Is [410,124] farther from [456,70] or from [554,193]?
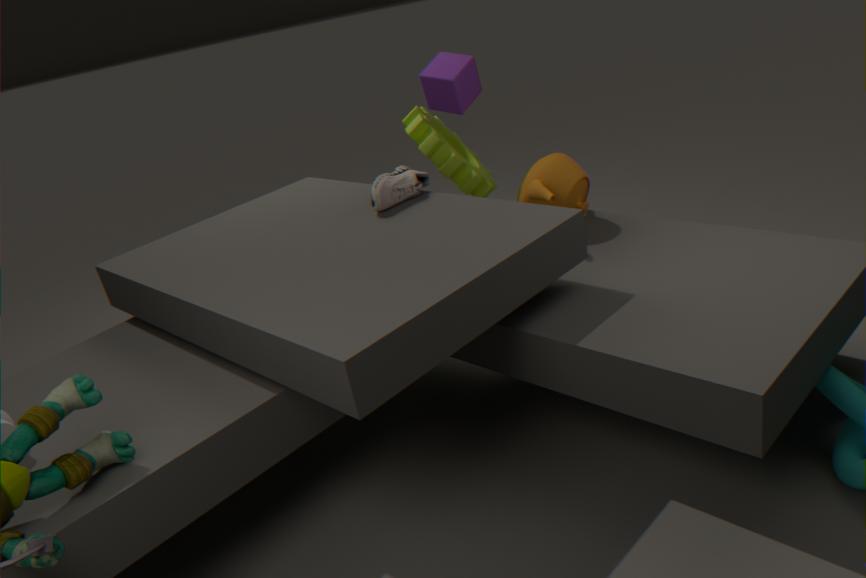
[554,193]
